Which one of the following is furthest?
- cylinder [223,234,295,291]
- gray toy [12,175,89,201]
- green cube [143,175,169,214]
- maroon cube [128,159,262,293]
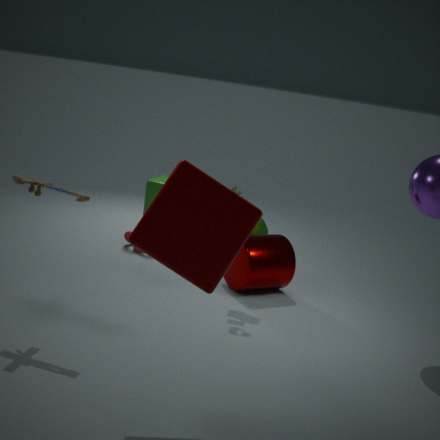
green cube [143,175,169,214]
